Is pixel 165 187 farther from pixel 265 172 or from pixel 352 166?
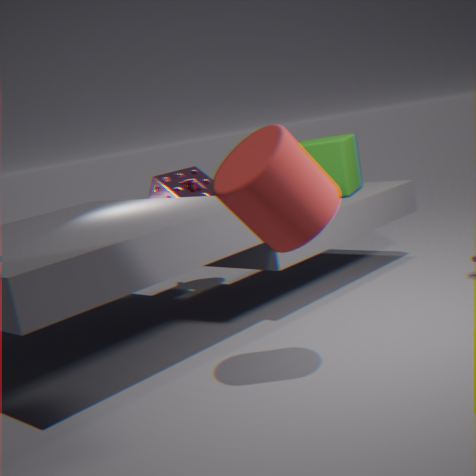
pixel 265 172
